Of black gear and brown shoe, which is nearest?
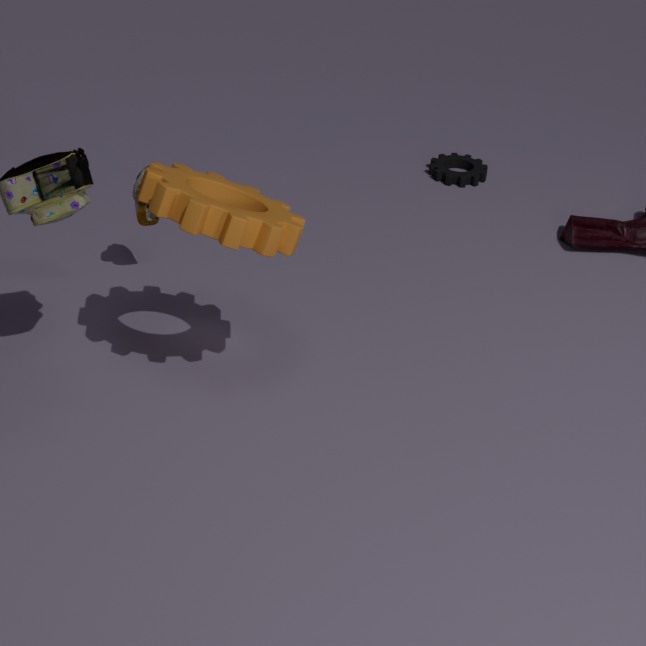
brown shoe
